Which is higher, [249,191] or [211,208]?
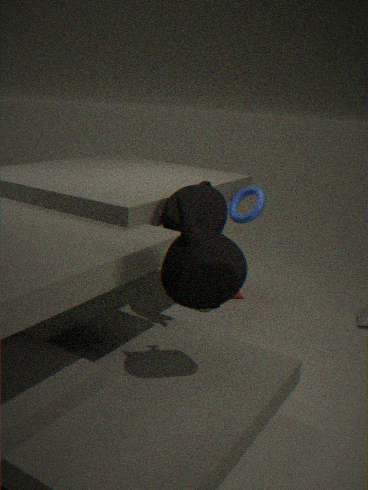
[211,208]
